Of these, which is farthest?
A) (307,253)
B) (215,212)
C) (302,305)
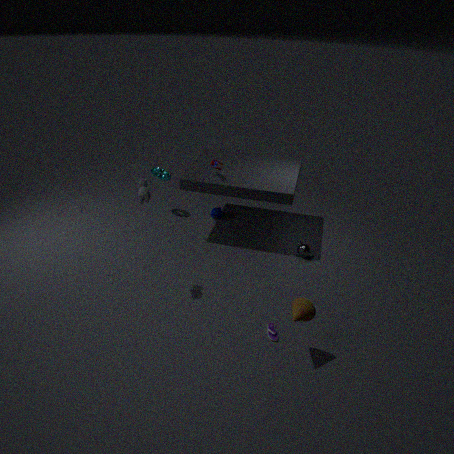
(215,212)
